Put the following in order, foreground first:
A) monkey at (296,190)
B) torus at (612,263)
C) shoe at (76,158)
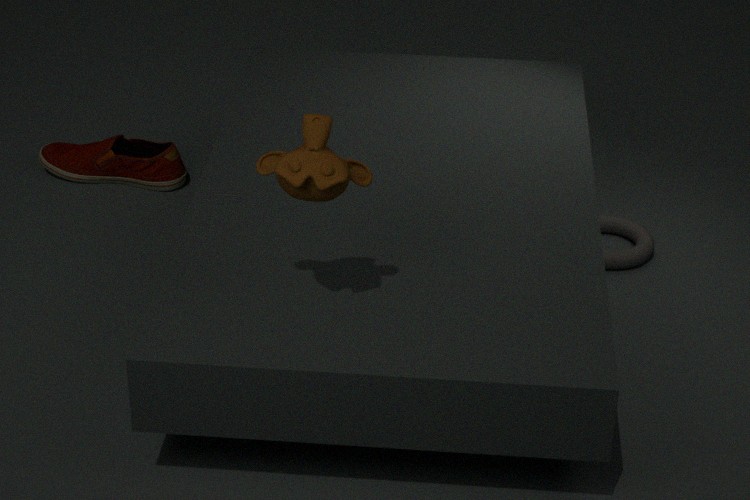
monkey at (296,190), torus at (612,263), shoe at (76,158)
